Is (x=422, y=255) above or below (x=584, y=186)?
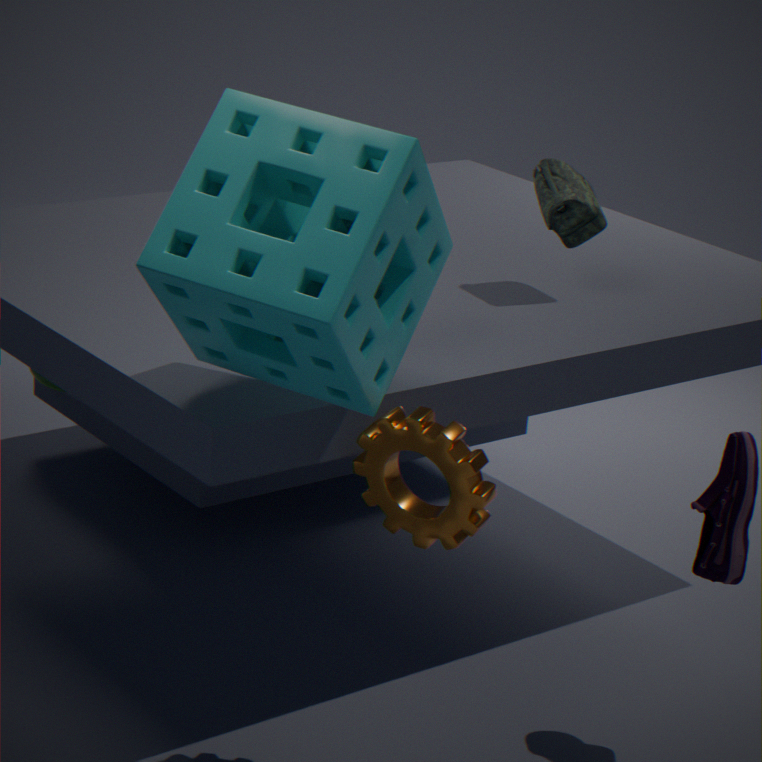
above
